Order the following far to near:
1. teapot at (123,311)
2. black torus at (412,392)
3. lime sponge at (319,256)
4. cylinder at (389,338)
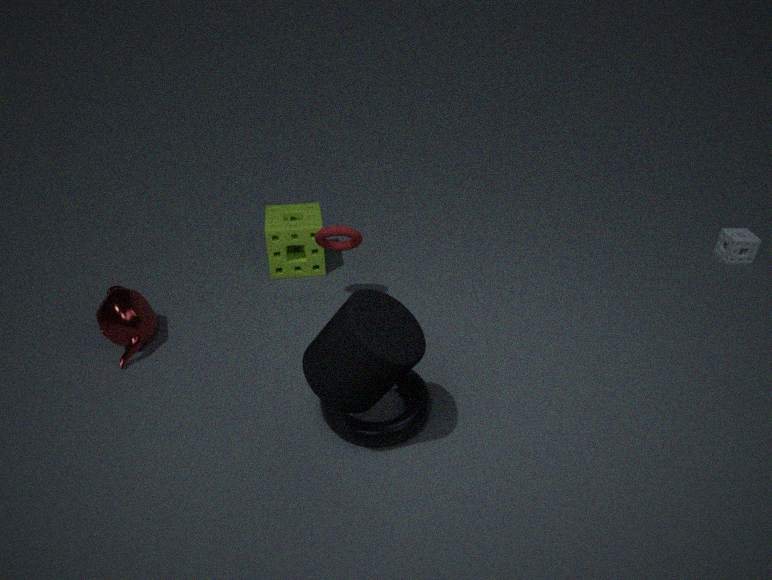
lime sponge at (319,256)
teapot at (123,311)
black torus at (412,392)
cylinder at (389,338)
